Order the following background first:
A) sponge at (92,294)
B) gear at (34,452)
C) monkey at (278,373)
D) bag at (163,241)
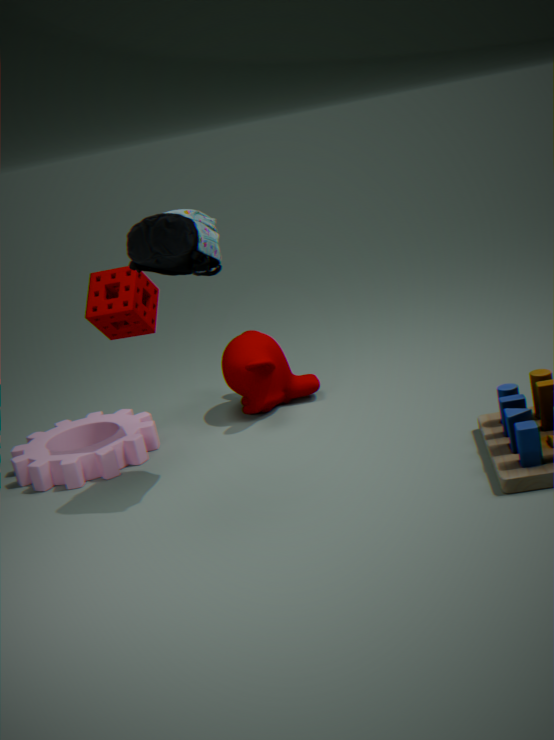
monkey at (278,373), gear at (34,452), sponge at (92,294), bag at (163,241)
